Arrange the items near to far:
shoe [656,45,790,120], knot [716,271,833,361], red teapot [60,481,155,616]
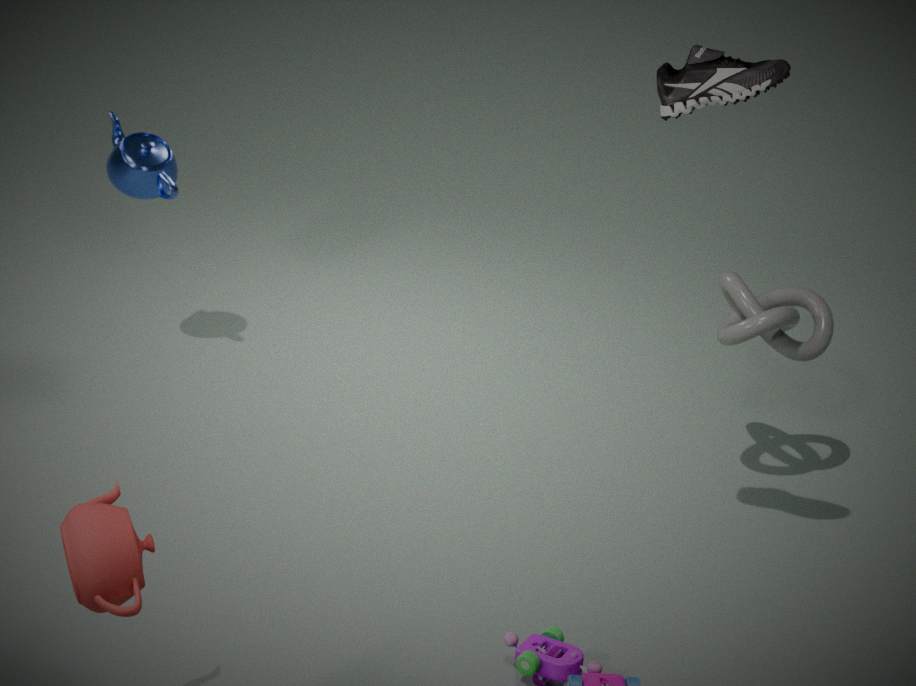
red teapot [60,481,155,616]
shoe [656,45,790,120]
knot [716,271,833,361]
